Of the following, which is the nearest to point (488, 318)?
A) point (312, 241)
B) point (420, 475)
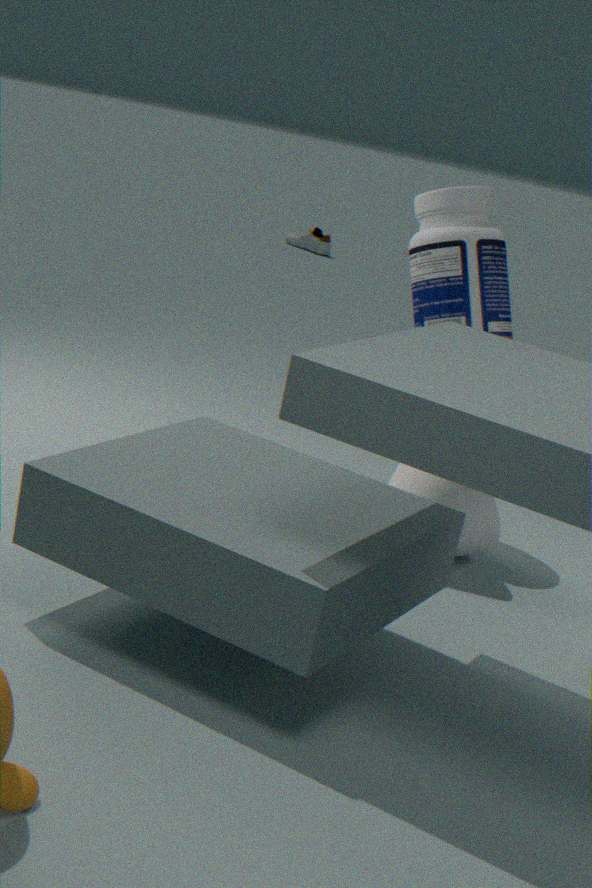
point (420, 475)
